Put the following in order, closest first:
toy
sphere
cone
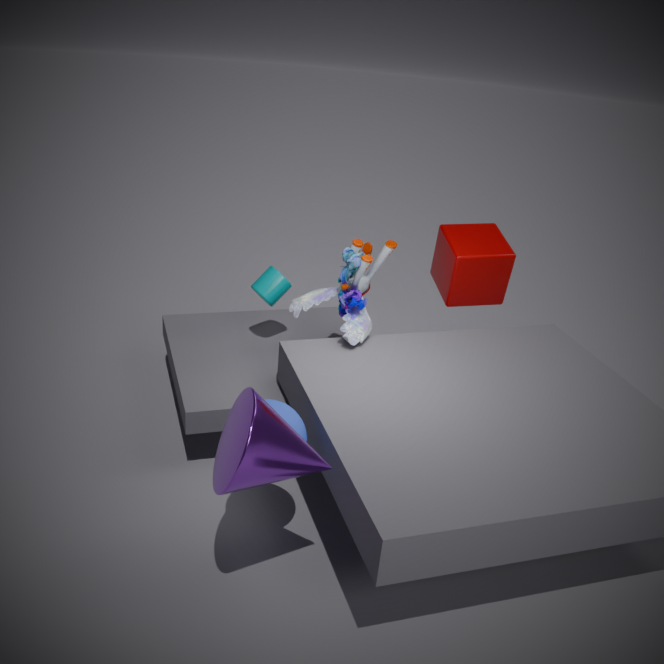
cone
sphere
toy
